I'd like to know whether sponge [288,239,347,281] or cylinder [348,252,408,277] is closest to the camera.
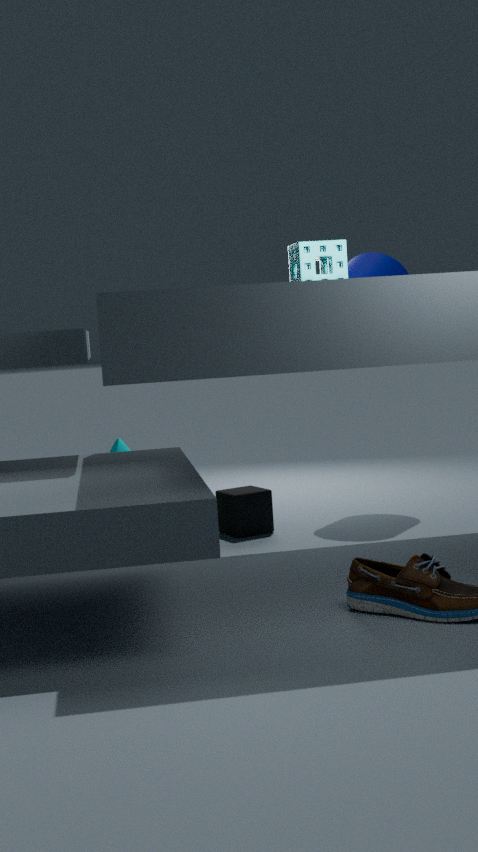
sponge [288,239,347,281]
